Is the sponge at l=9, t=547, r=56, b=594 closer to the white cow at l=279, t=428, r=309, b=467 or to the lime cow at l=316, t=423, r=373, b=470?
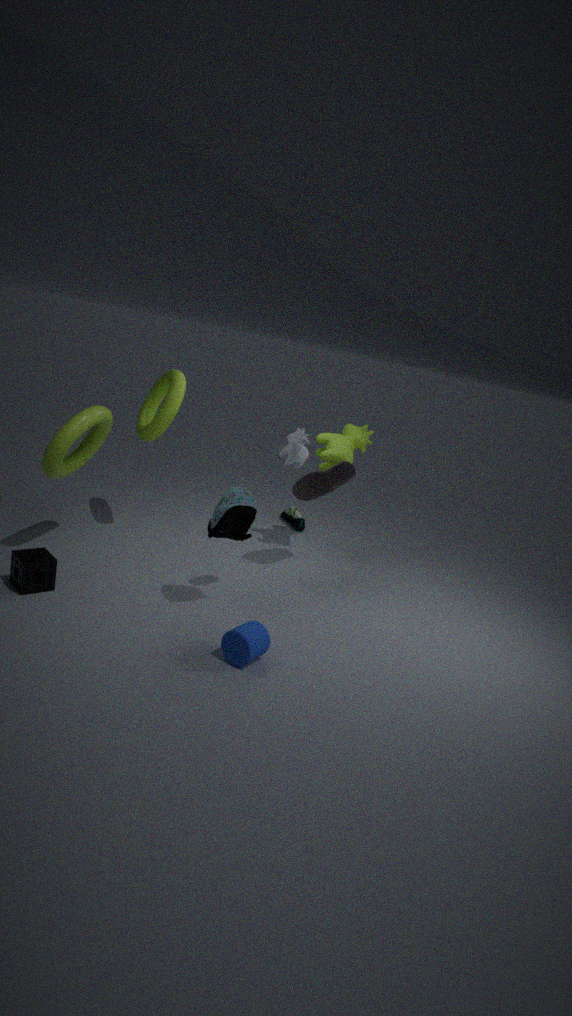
the white cow at l=279, t=428, r=309, b=467
